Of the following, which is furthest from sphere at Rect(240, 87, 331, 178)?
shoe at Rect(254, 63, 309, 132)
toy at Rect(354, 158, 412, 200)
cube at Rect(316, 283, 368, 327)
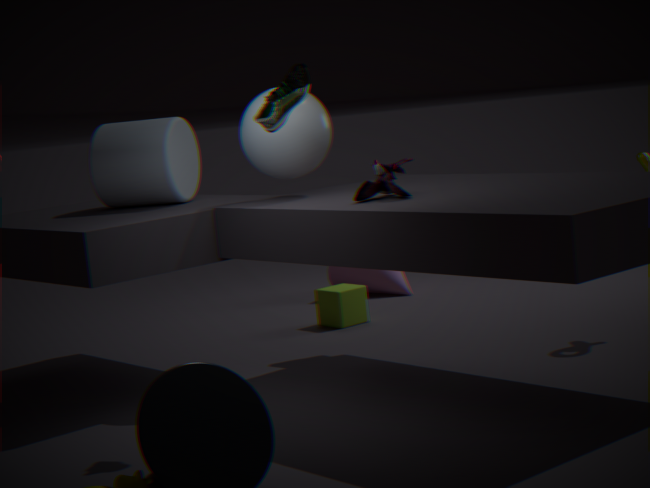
cube at Rect(316, 283, 368, 327)
